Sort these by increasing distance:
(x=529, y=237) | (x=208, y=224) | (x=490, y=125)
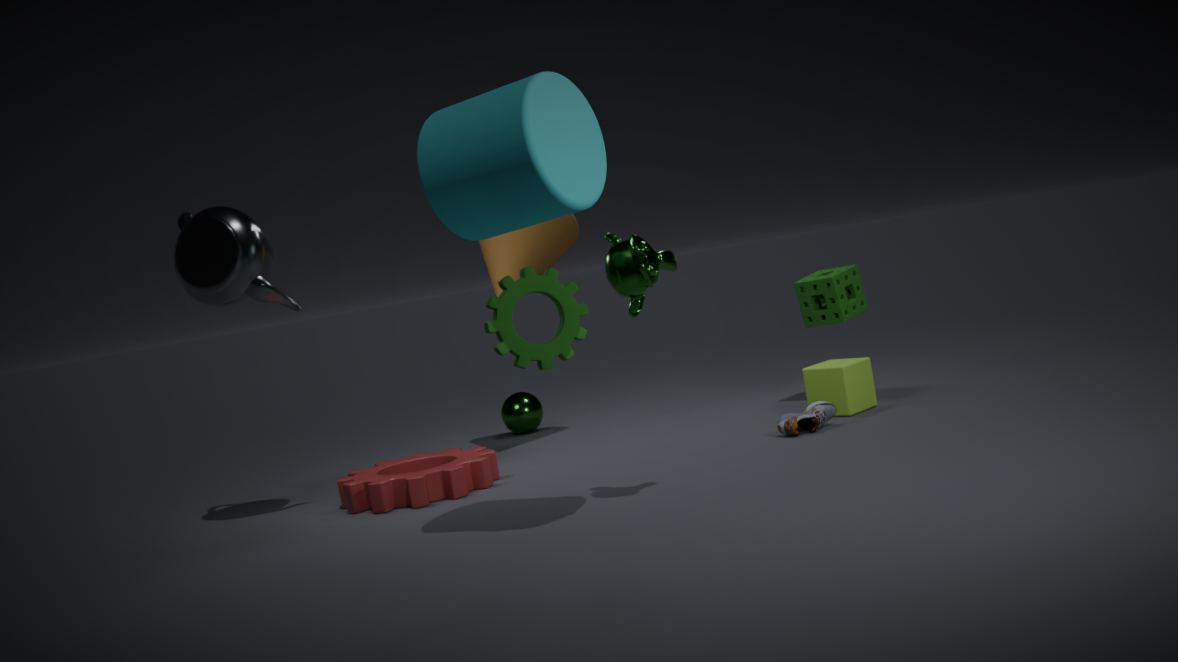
(x=490, y=125) → (x=208, y=224) → (x=529, y=237)
